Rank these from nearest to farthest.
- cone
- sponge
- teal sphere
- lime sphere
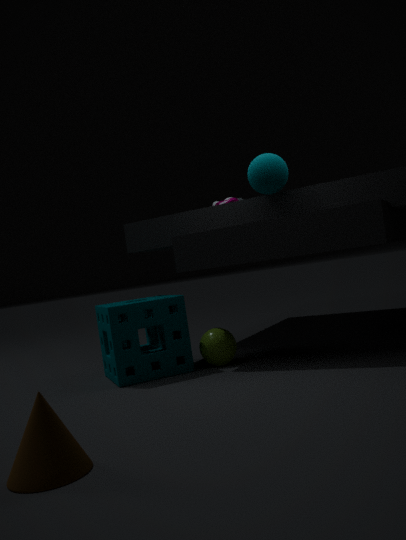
1. cone
2. teal sphere
3. sponge
4. lime sphere
